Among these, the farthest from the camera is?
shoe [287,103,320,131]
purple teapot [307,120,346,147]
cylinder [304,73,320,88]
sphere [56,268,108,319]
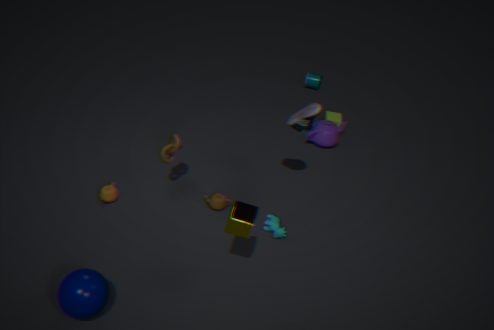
cylinder [304,73,320,88]
